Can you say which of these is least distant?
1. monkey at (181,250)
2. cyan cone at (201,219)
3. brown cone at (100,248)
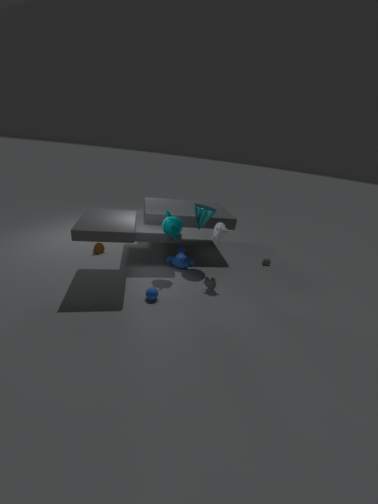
cyan cone at (201,219)
